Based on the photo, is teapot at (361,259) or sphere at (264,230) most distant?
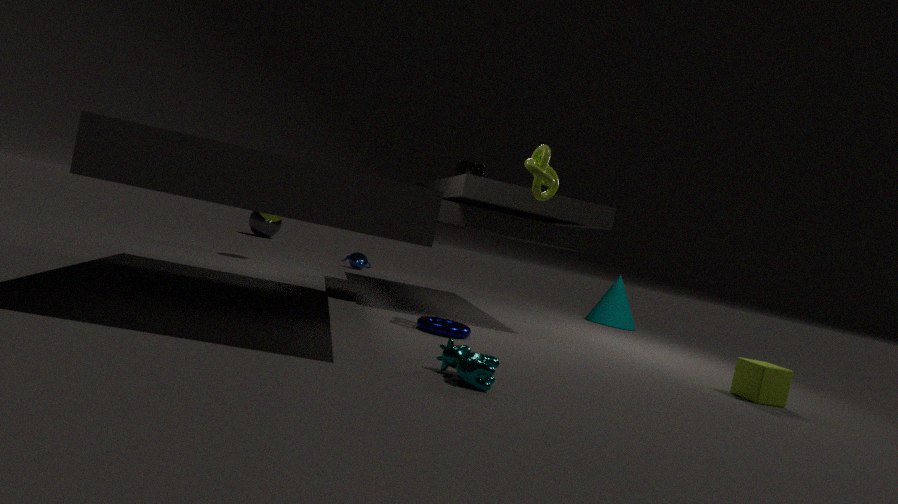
sphere at (264,230)
